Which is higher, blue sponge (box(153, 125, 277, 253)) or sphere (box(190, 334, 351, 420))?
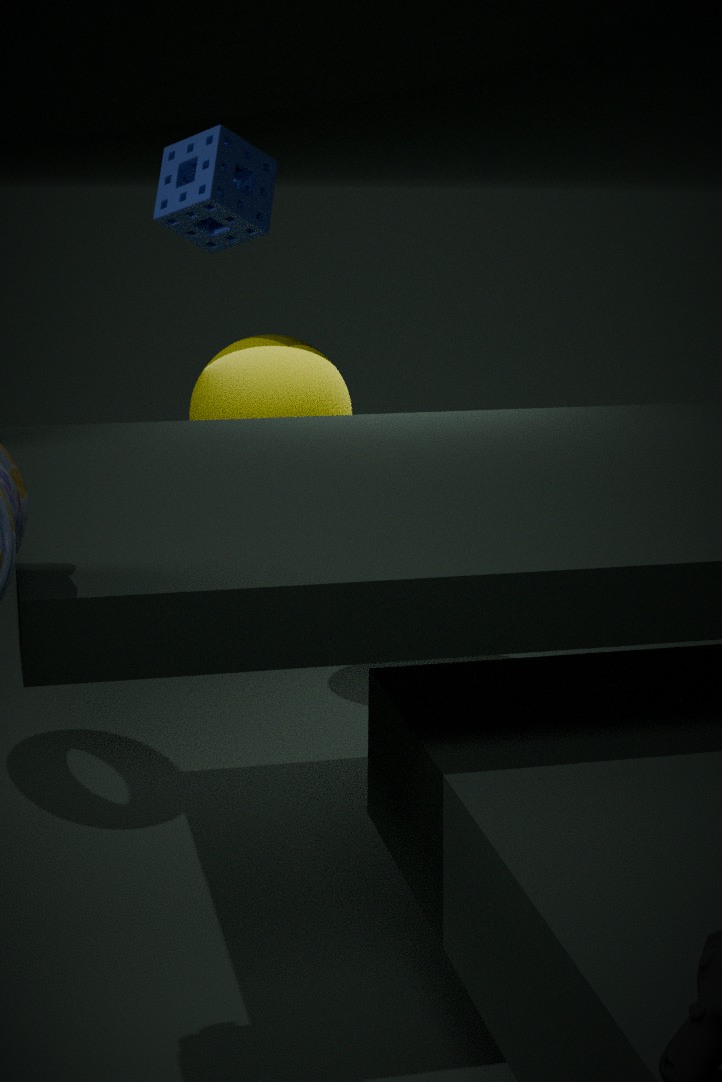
blue sponge (box(153, 125, 277, 253))
